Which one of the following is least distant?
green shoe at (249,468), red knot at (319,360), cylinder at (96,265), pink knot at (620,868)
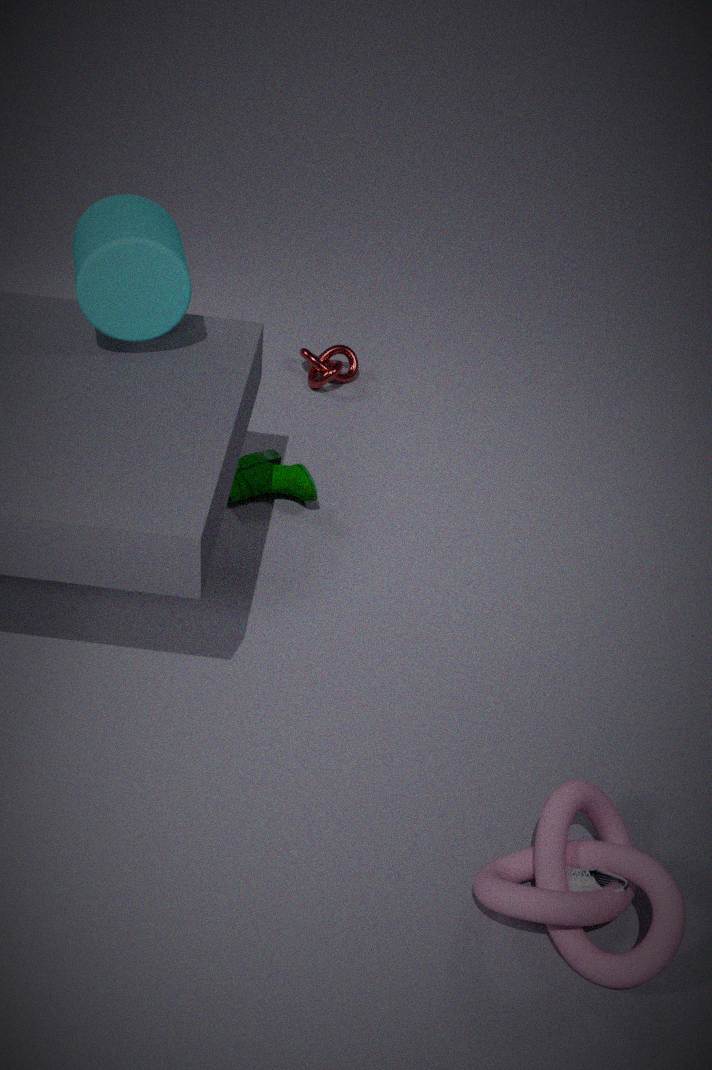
pink knot at (620,868)
